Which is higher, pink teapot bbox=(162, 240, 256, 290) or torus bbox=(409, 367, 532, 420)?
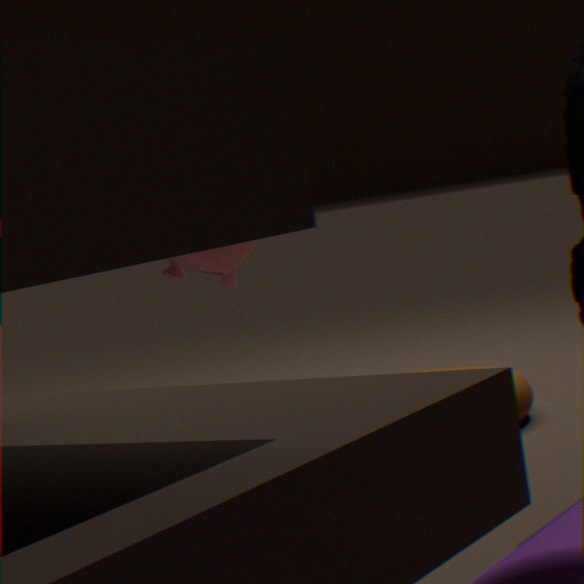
pink teapot bbox=(162, 240, 256, 290)
